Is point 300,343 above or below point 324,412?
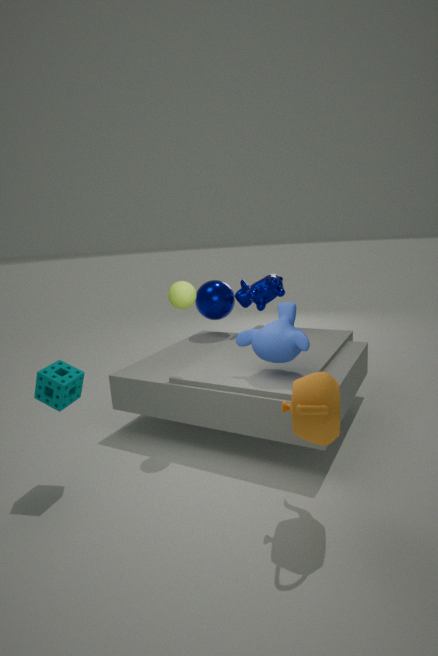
above
